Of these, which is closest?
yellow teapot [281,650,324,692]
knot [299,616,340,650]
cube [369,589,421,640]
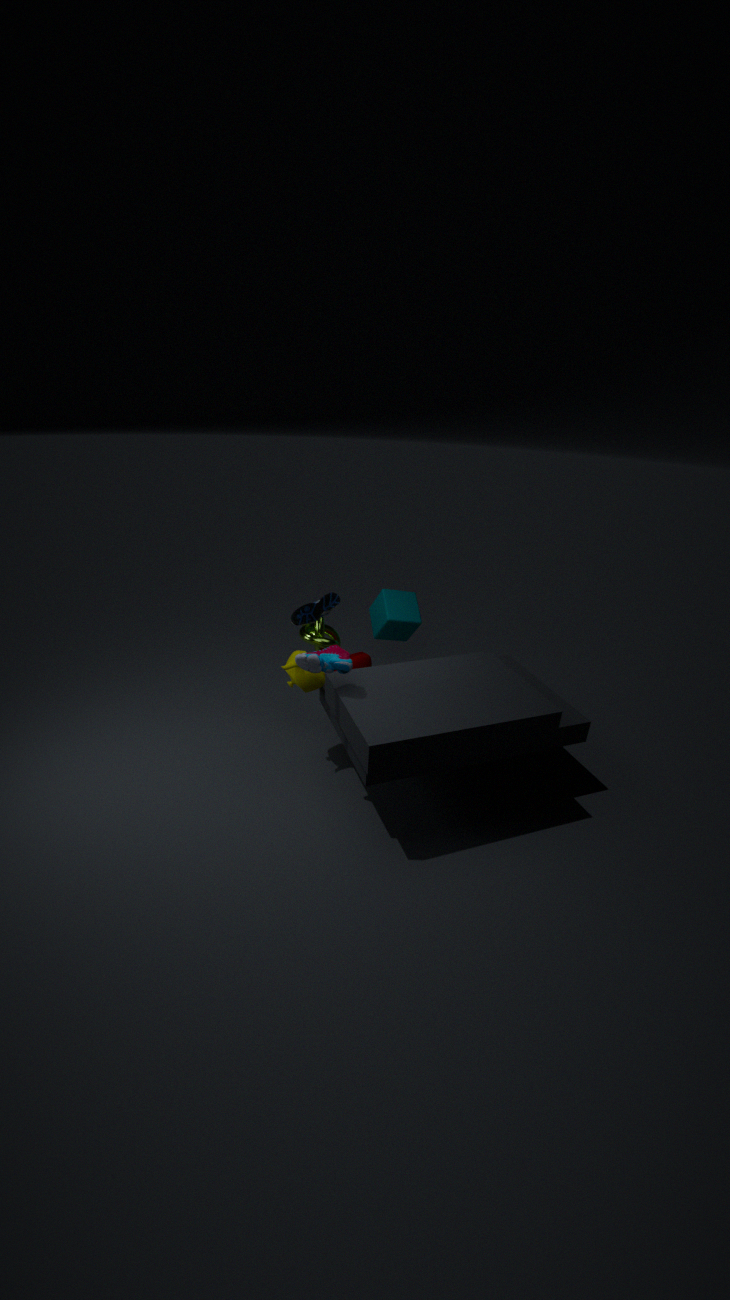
yellow teapot [281,650,324,692]
